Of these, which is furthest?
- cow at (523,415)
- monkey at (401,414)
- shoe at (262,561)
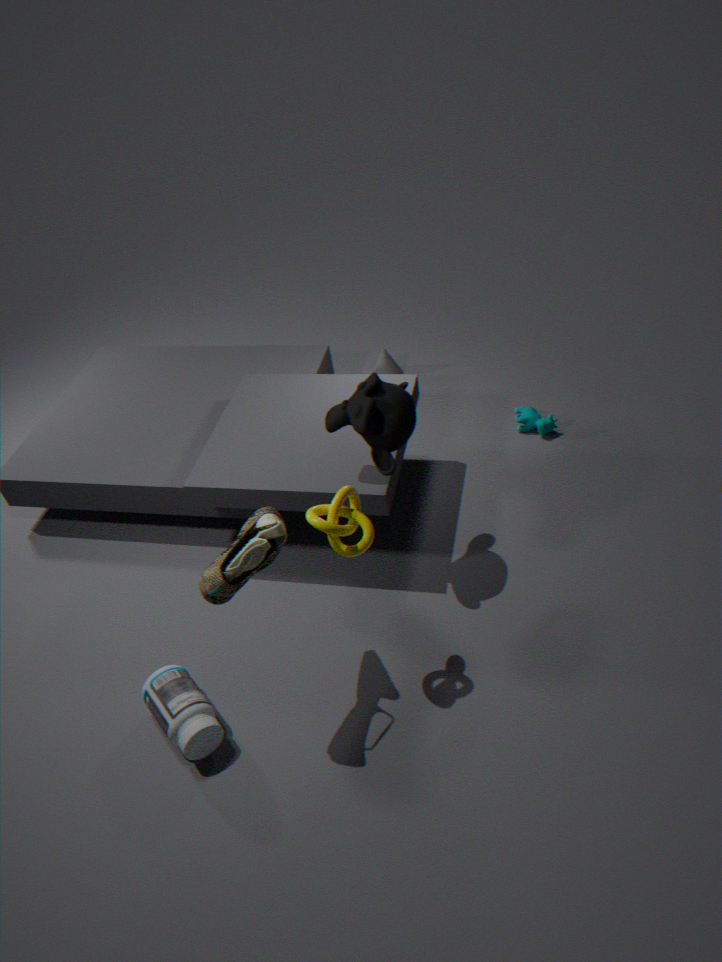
cow at (523,415)
